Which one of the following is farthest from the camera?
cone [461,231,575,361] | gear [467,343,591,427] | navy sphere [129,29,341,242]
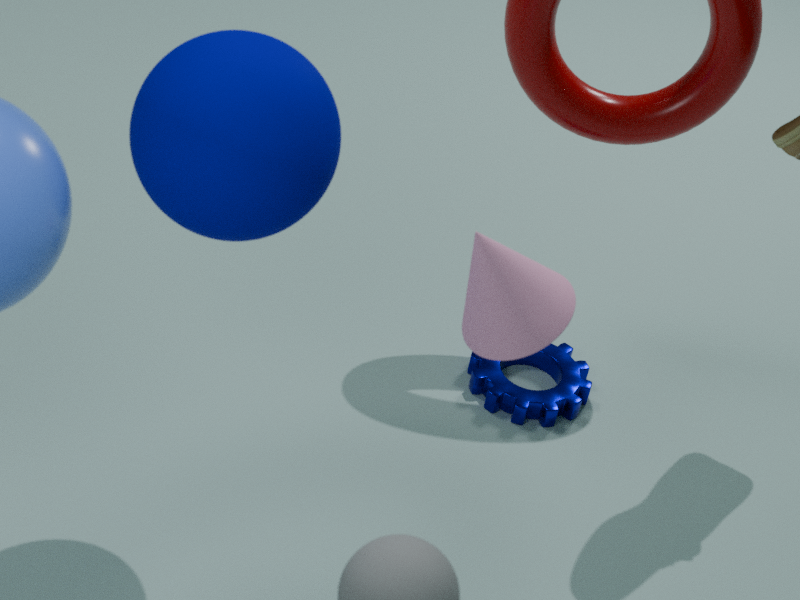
gear [467,343,591,427]
